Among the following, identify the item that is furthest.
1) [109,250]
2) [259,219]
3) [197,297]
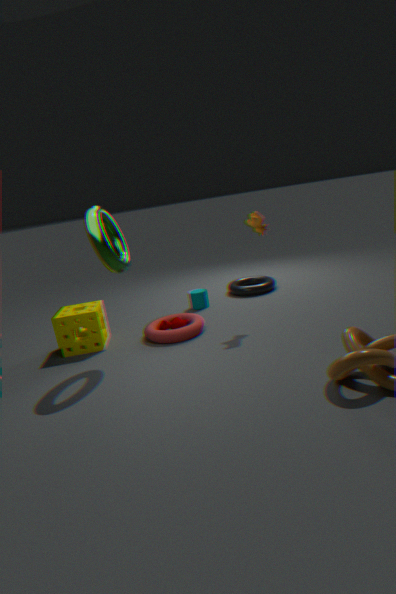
3. [197,297]
